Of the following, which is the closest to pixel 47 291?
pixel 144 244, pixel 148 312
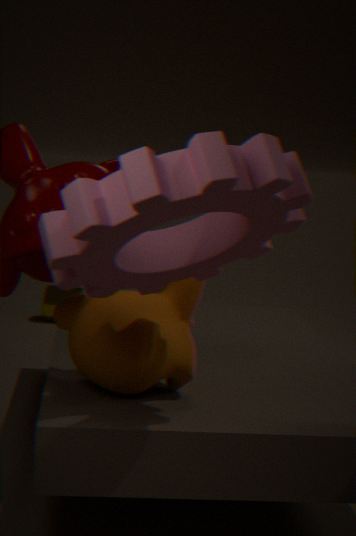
pixel 148 312
